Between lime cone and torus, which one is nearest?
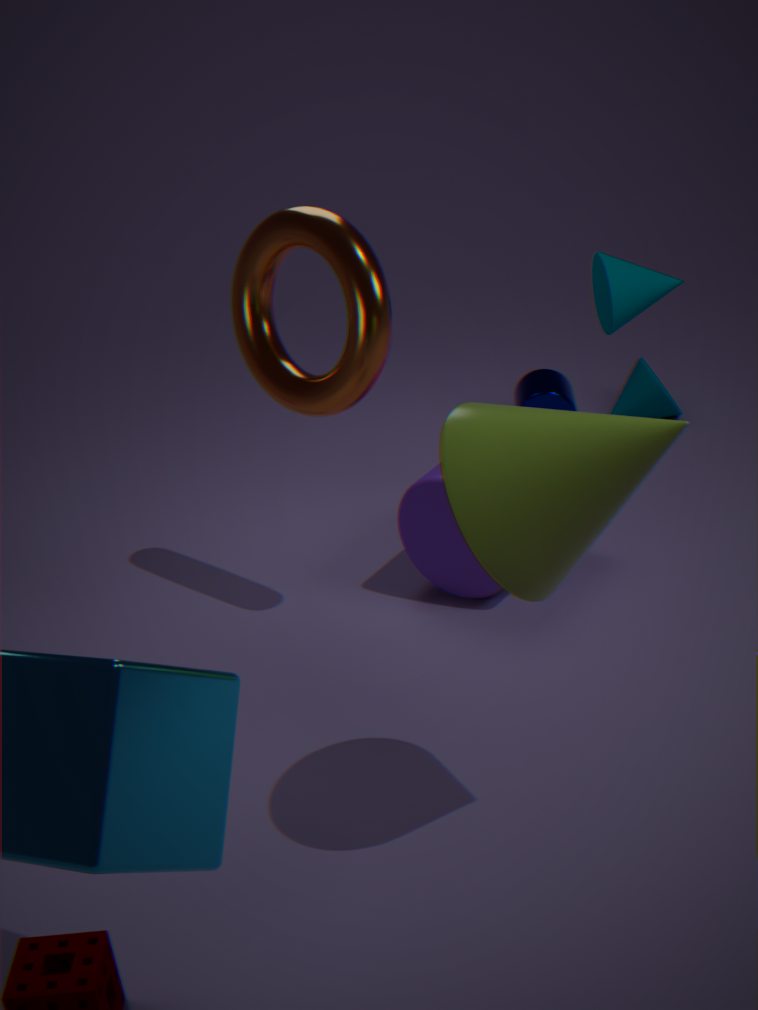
lime cone
